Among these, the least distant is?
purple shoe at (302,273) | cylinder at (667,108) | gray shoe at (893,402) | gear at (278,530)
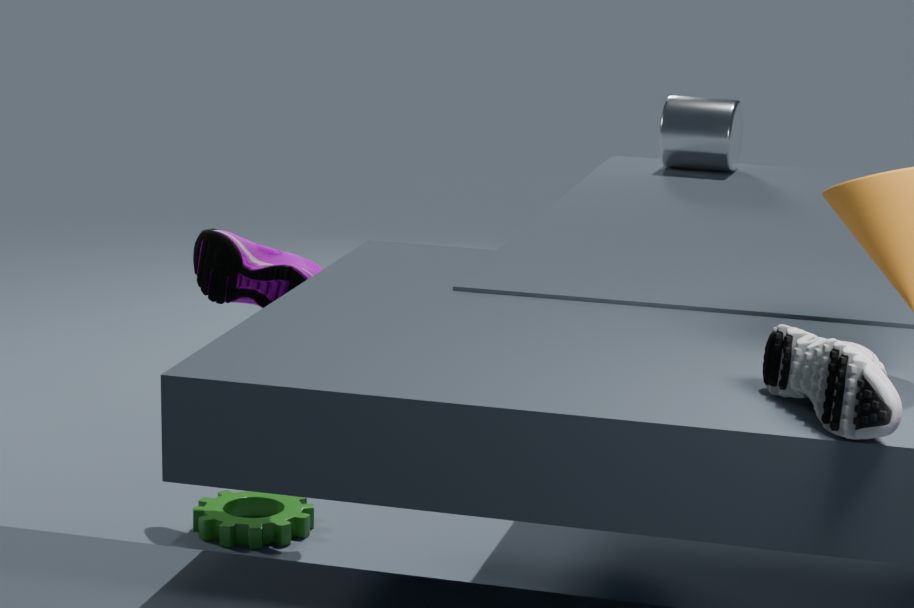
gray shoe at (893,402)
